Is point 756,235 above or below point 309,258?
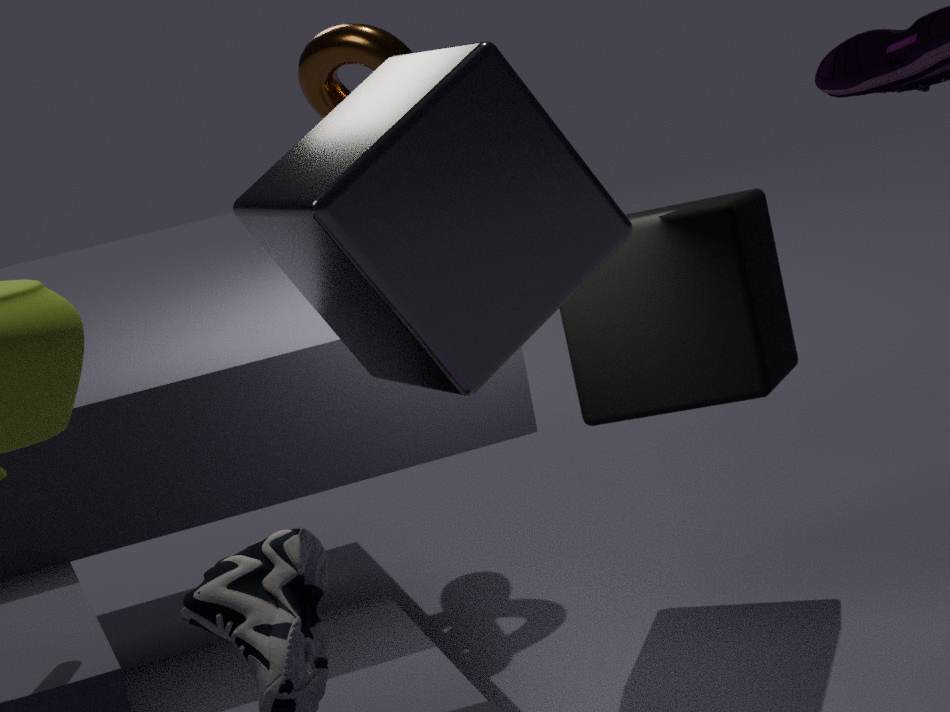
below
